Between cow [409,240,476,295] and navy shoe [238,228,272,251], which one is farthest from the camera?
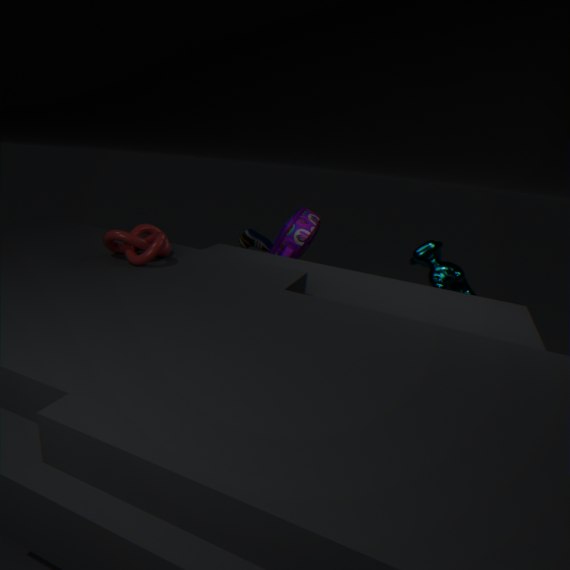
navy shoe [238,228,272,251]
